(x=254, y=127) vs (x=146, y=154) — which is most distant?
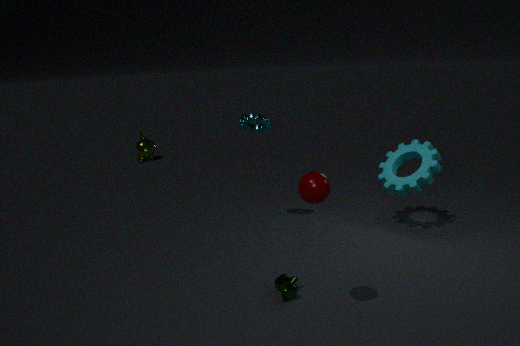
(x=146, y=154)
